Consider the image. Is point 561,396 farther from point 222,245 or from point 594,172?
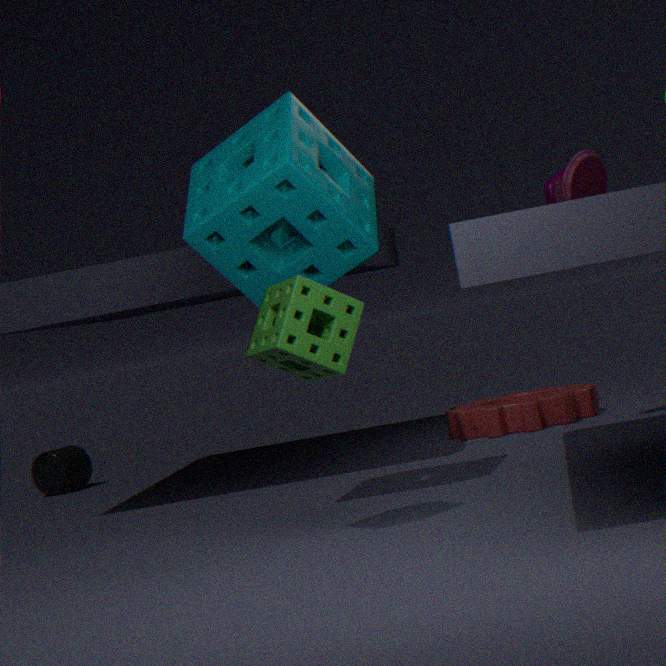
point 222,245
